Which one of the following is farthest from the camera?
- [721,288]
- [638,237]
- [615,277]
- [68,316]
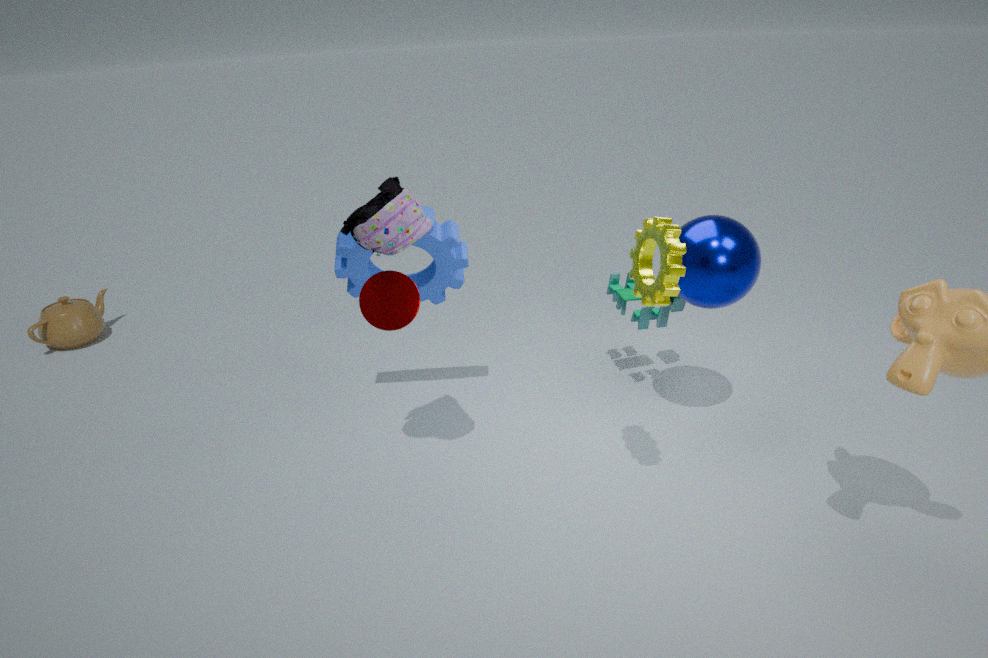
[68,316]
